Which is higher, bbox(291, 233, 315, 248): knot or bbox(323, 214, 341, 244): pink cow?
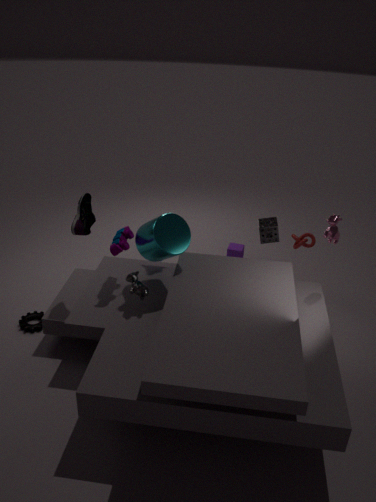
bbox(323, 214, 341, 244): pink cow
